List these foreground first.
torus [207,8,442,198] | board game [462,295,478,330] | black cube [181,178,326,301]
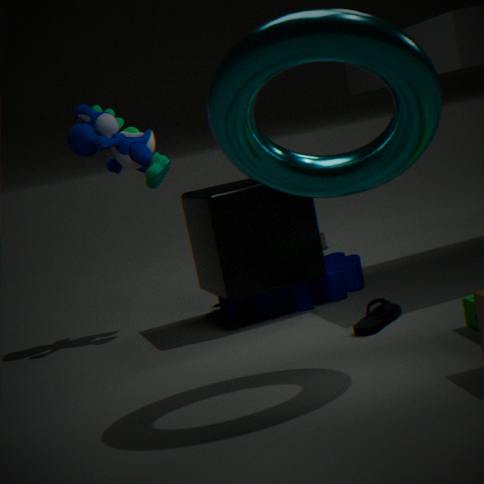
torus [207,8,442,198], board game [462,295,478,330], black cube [181,178,326,301]
